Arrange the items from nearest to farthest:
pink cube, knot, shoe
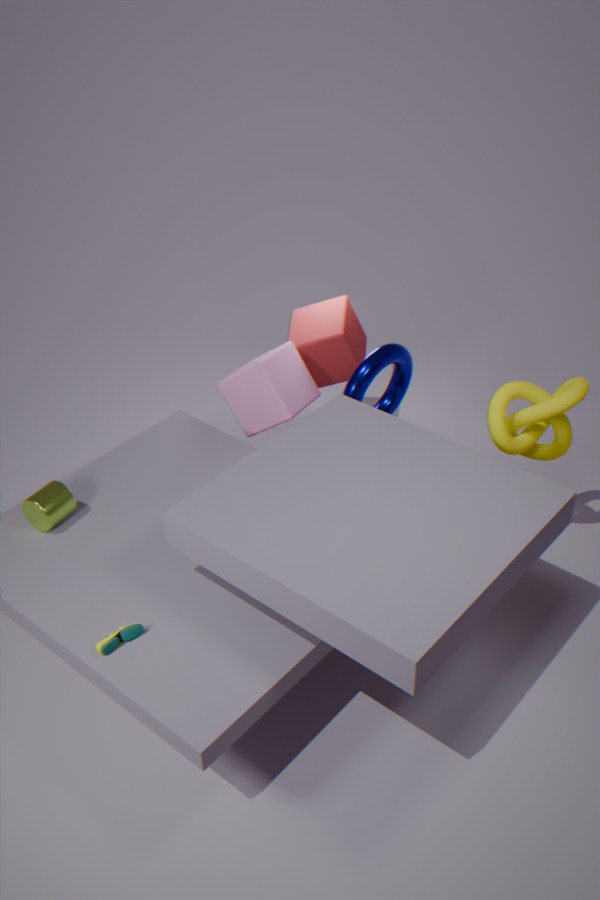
shoe → knot → pink cube
